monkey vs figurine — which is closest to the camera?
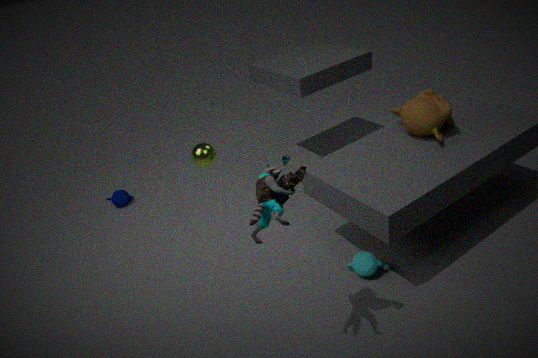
figurine
